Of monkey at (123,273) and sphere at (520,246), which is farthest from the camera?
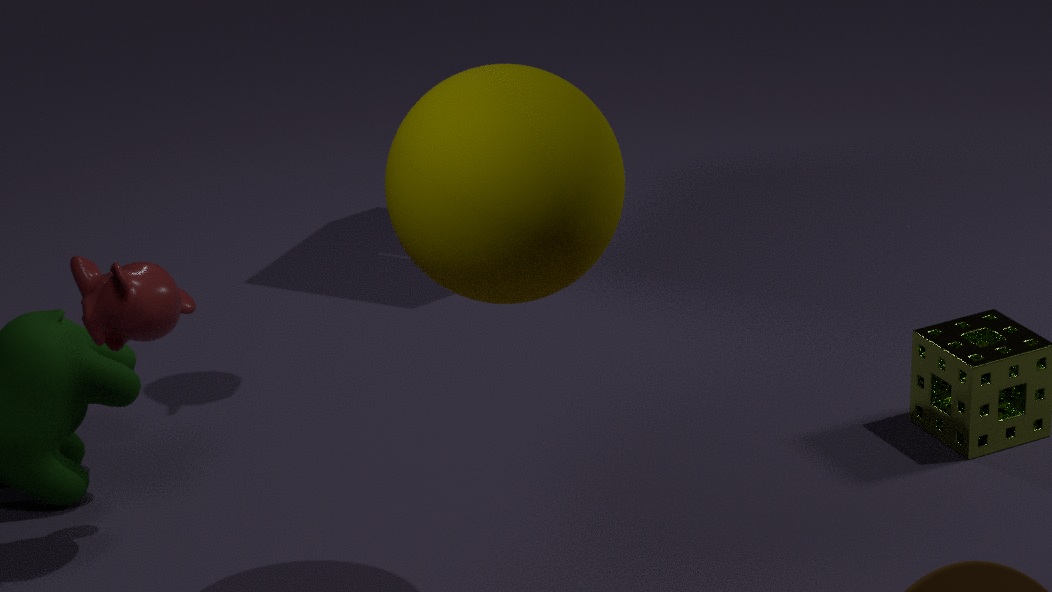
monkey at (123,273)
